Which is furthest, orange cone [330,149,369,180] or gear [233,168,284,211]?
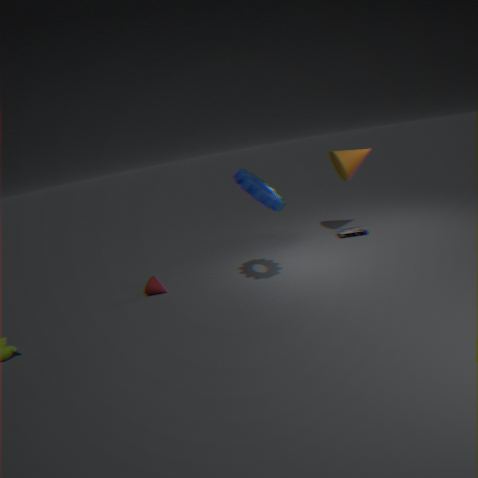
orange cone [330,149,369,180]
